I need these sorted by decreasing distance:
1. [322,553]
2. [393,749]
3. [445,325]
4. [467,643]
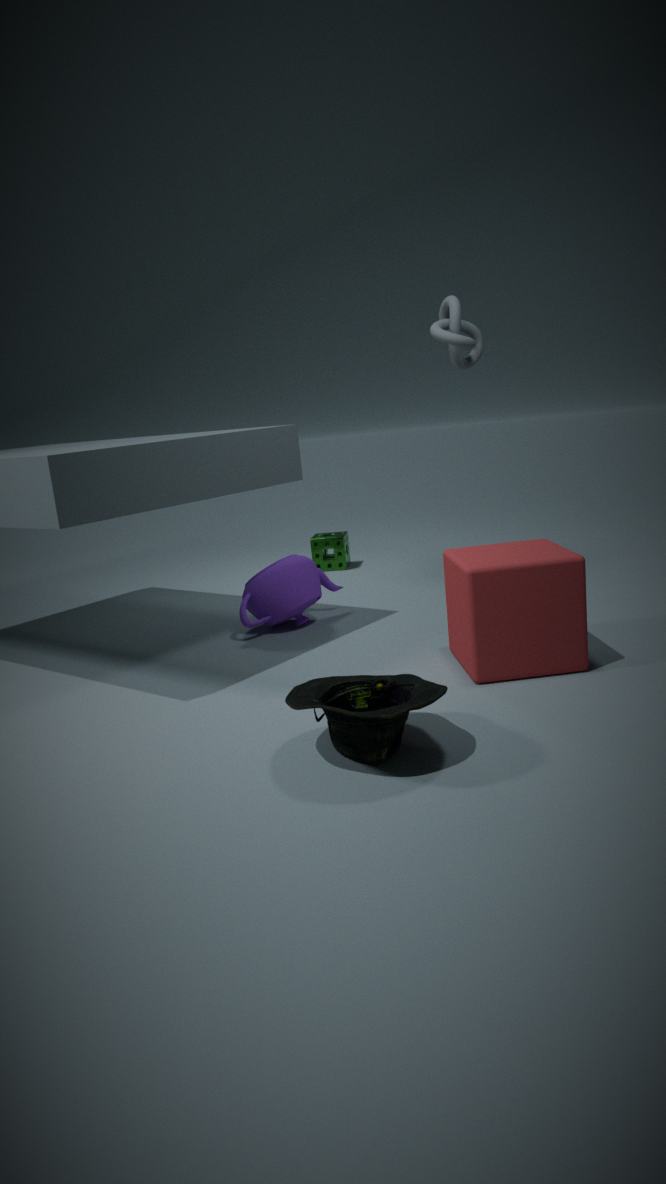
1. [322,553]
2. [445,325]
3. [467,643]
4. [393,749]
